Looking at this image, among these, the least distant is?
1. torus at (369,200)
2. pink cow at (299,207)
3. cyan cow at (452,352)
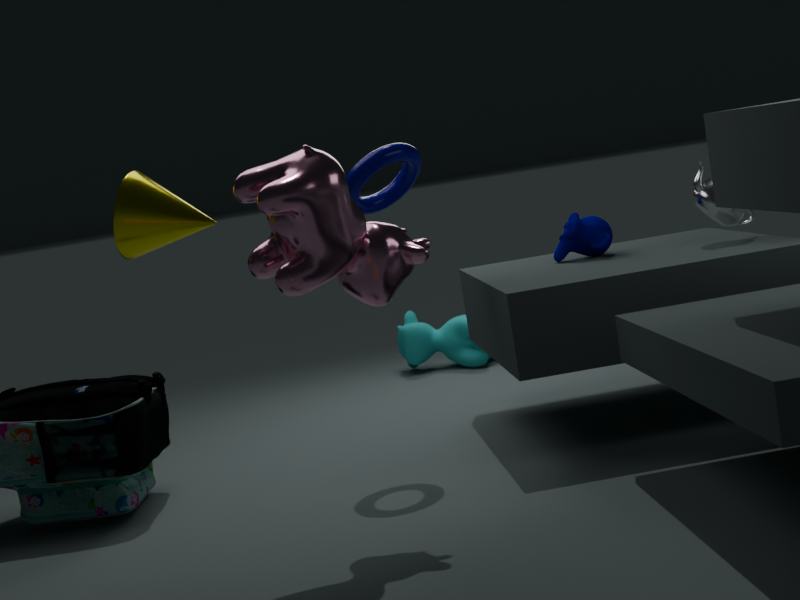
pink cow at (299,207)
